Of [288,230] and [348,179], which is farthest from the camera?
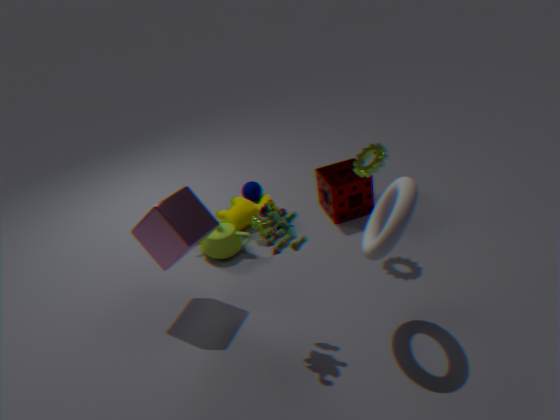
[348,179]
